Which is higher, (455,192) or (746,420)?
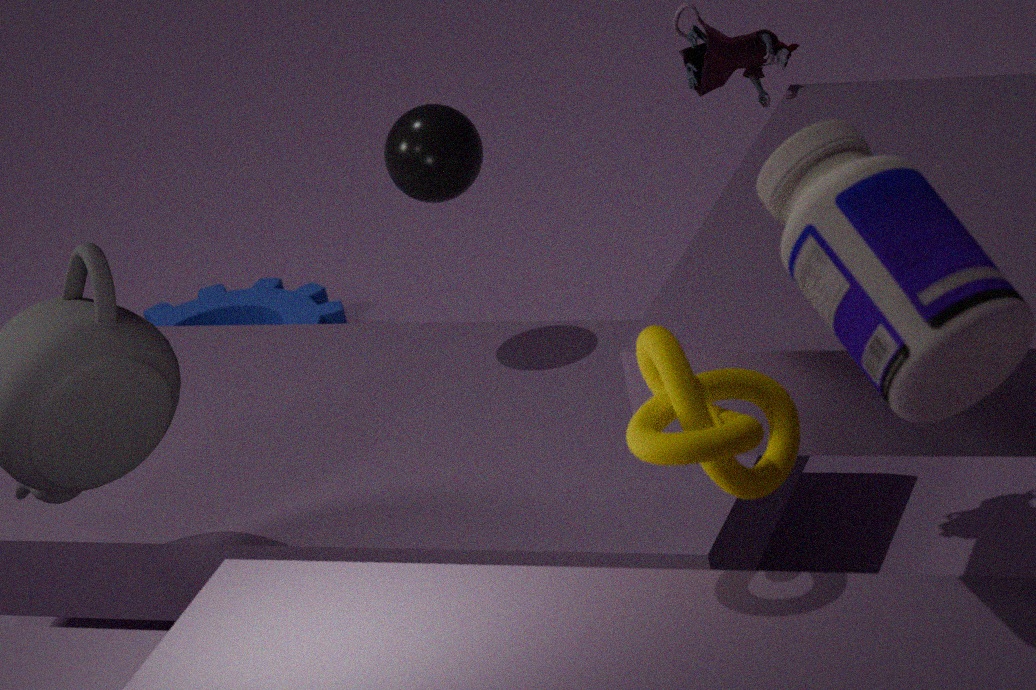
(746,420)
